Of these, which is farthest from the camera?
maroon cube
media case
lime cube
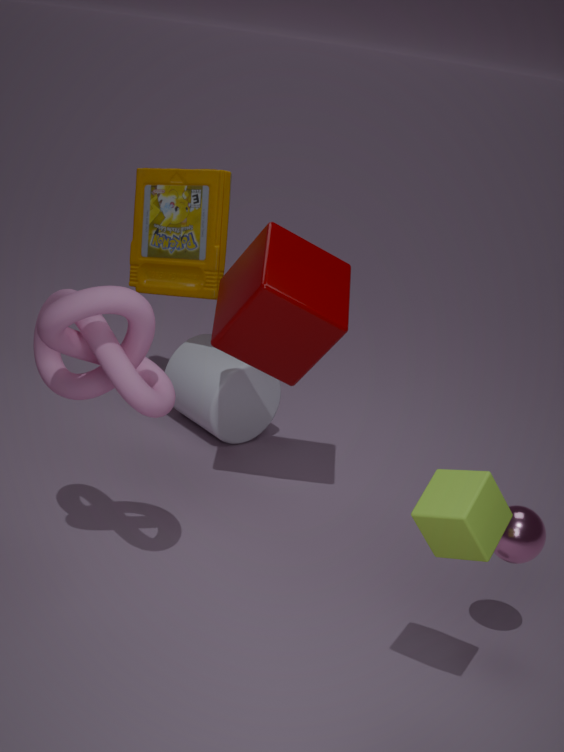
media case
